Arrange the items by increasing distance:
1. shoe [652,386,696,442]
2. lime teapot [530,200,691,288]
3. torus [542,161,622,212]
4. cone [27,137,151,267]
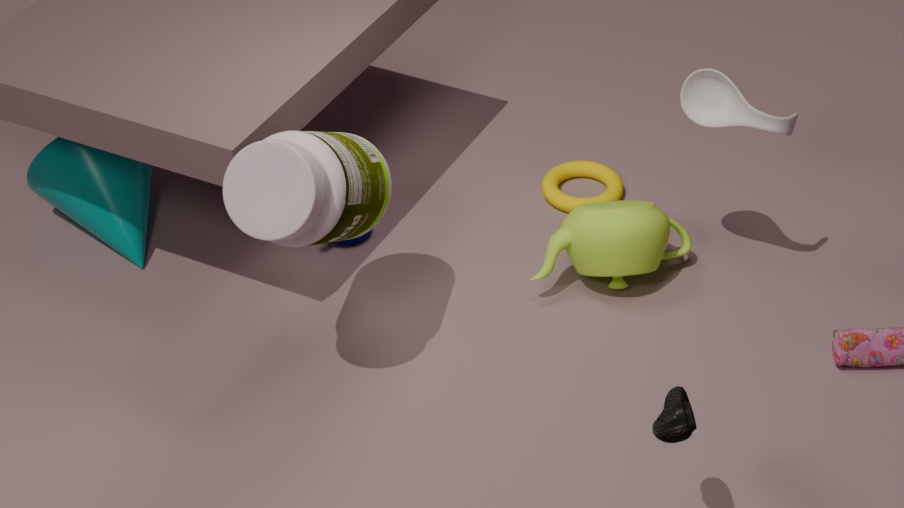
shoe [652,386,696,442] → lime teapot [530,200,691,288] → cone [27,137,151,267] → torus [542,161,622,212]
